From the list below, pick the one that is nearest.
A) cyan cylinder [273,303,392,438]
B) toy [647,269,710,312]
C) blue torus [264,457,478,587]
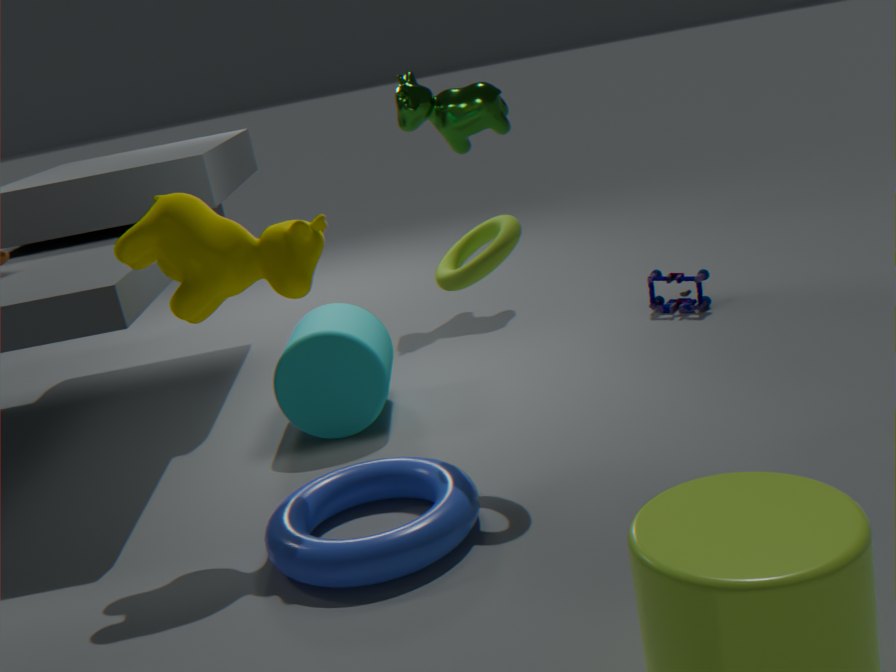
blue torus [264,457,478,587]
